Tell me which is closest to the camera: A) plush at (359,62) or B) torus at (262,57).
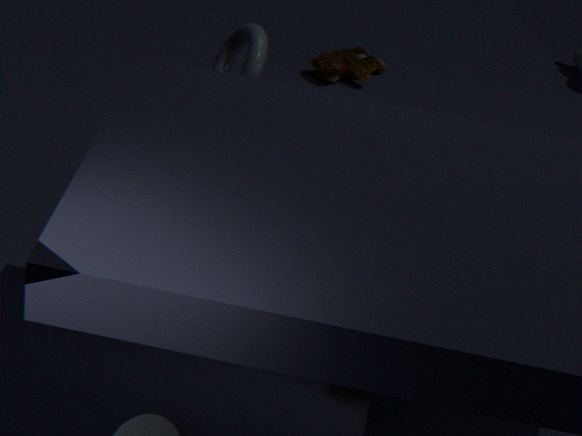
B. torus at (262,57)
